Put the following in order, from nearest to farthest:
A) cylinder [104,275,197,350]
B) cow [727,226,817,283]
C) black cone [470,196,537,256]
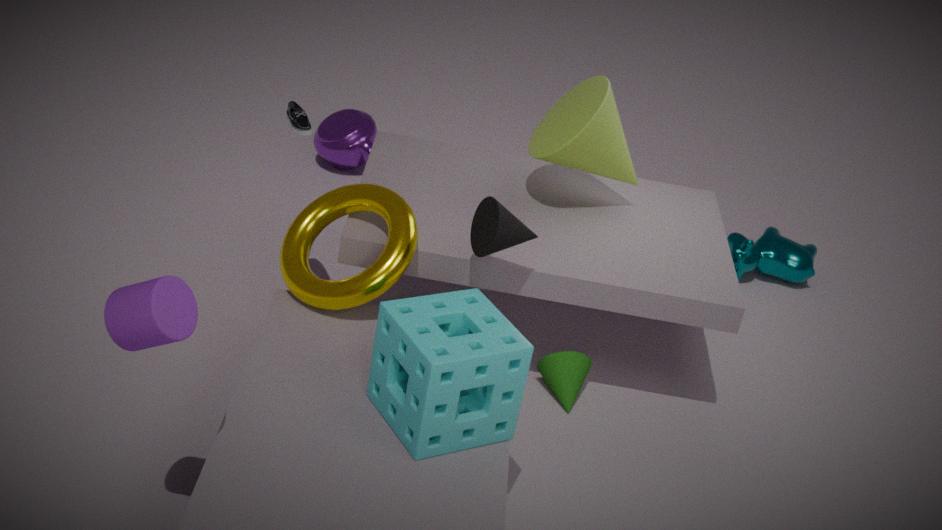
cylinder [104,275,197,350]
black cone [470,196,537,256]
cow [727,226,817,283]
